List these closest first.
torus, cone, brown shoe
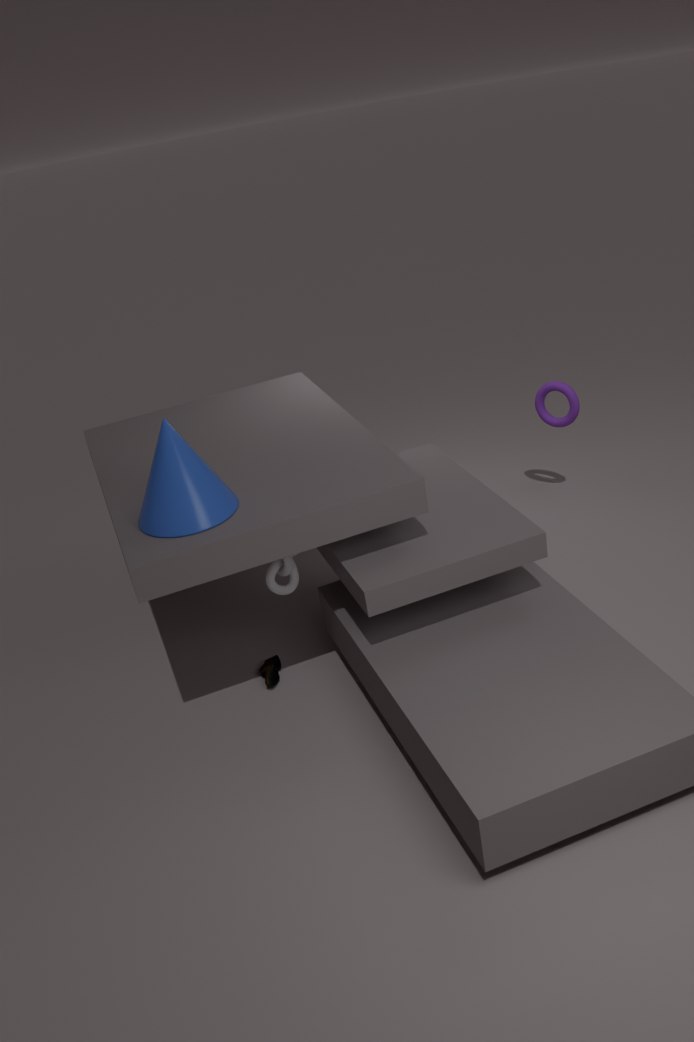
1. cone
2. brown shoe
3. torus
